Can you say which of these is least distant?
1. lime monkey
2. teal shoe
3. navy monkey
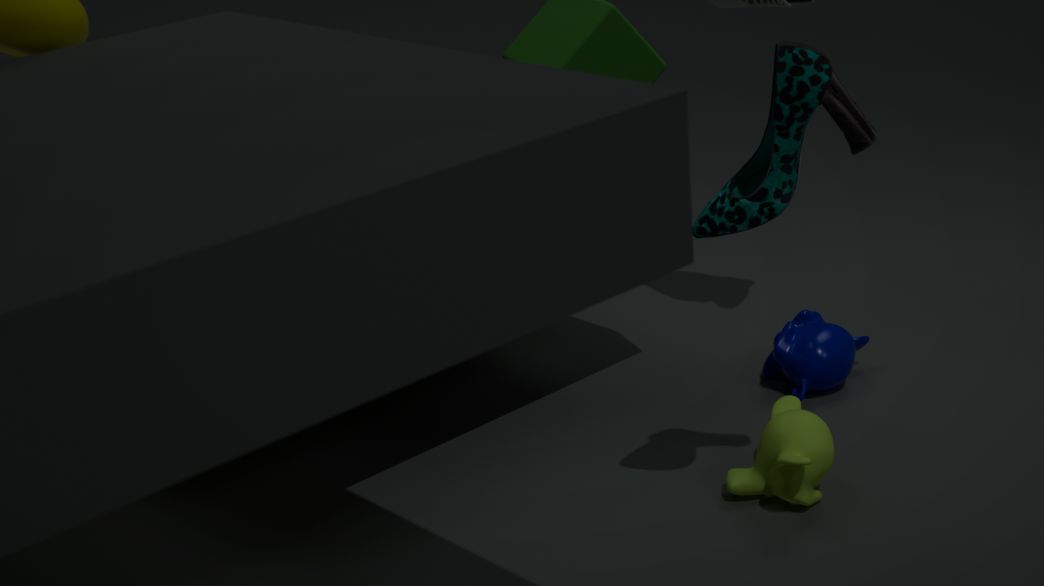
teal shoe
